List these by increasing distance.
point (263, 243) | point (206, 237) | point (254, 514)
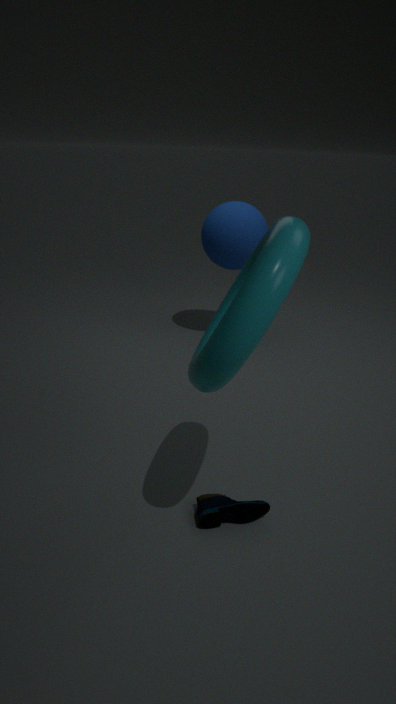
point (263, 243) → point (254, 514) → point (206, 237)
